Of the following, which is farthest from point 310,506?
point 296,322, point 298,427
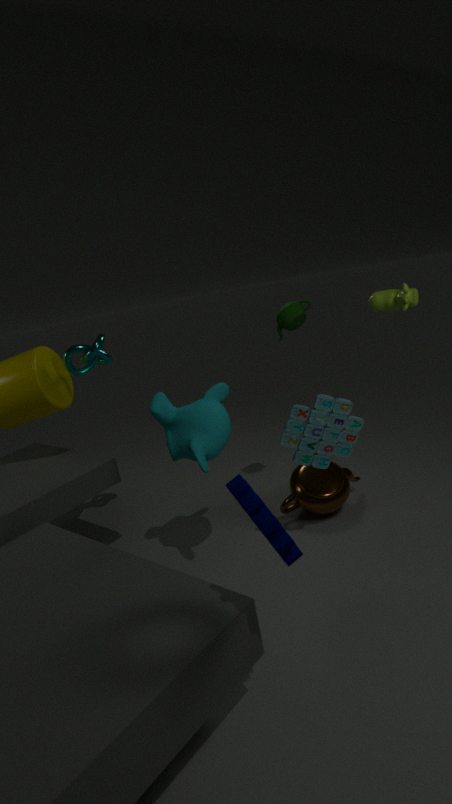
point 296,322
